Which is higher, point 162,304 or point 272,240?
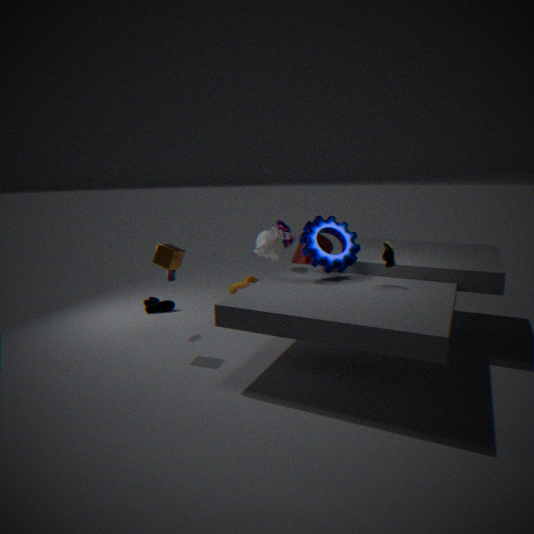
point 272,240
